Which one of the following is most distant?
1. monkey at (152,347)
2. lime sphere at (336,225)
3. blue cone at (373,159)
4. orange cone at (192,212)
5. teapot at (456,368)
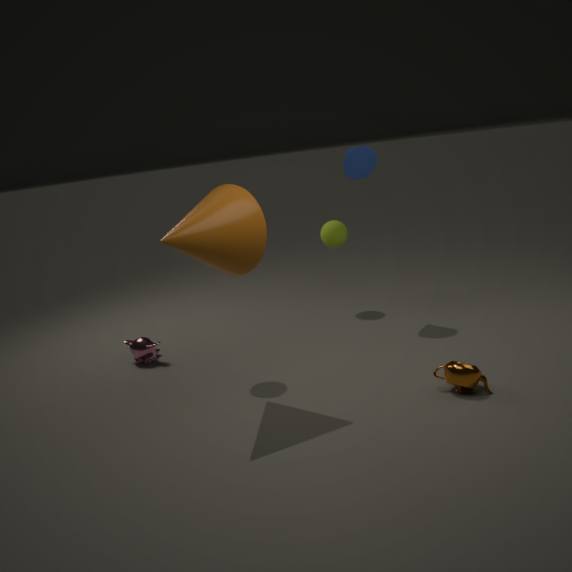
lime sphere at (336,225)
